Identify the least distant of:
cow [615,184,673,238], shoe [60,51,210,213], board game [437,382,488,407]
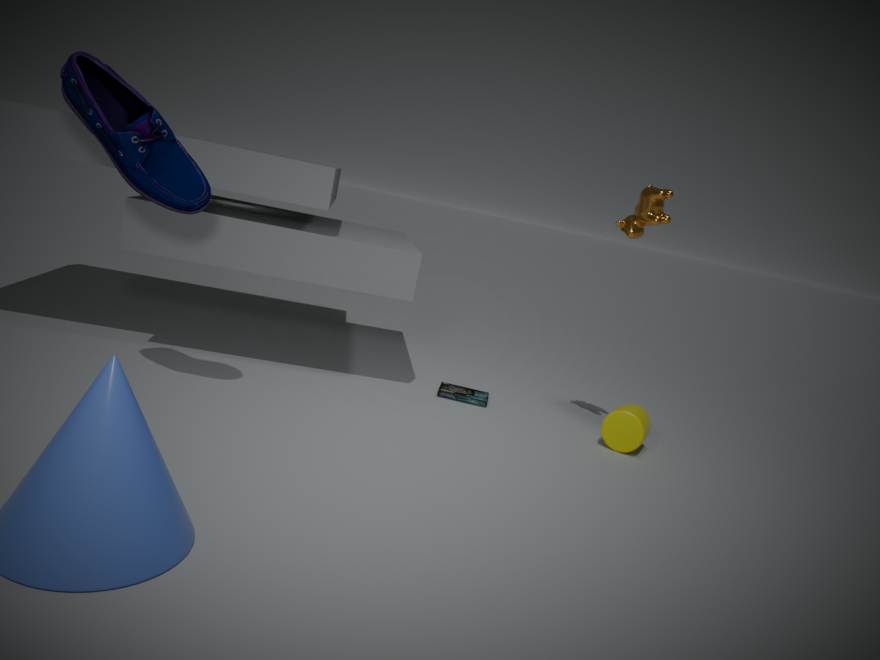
shoe [60,51,210,213]
